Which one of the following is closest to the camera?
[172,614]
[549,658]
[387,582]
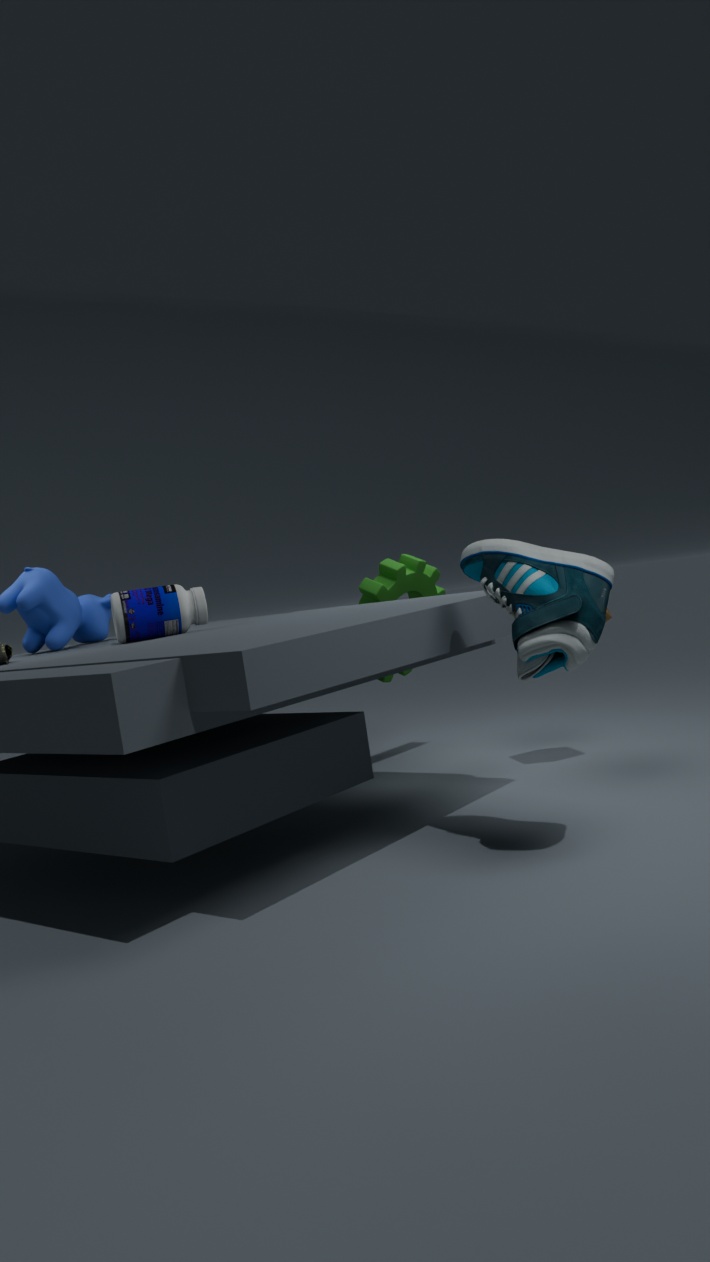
[549,658]
